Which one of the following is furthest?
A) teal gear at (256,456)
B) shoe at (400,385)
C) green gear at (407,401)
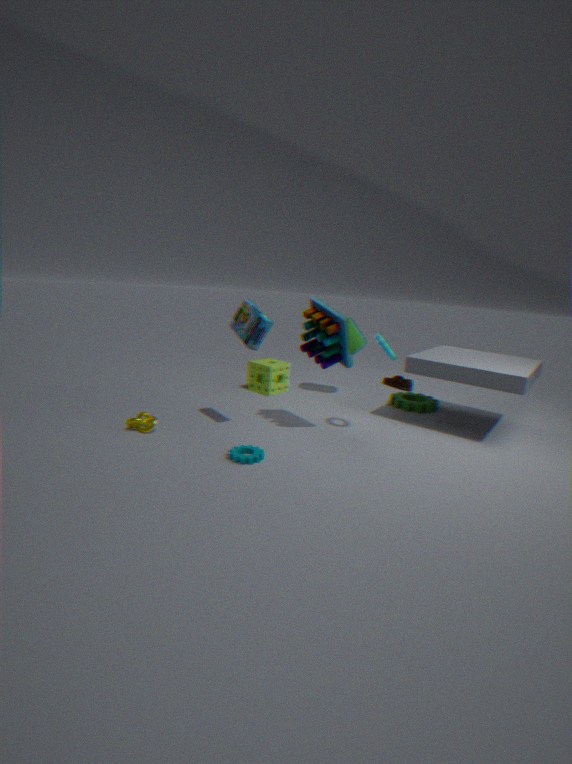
shoe at (400,385)
